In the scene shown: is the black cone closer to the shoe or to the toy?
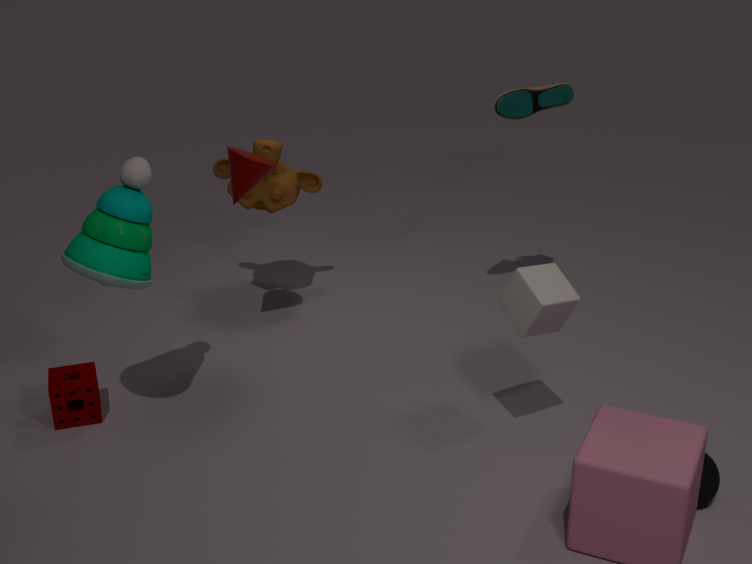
the shoe
